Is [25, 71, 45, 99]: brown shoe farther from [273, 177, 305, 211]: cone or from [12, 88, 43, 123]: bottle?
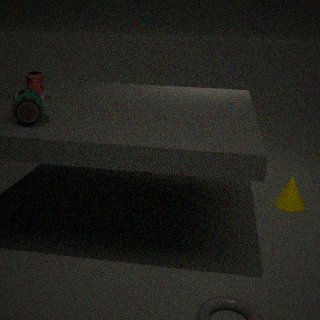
[273, 177, 305, 211]: cone
